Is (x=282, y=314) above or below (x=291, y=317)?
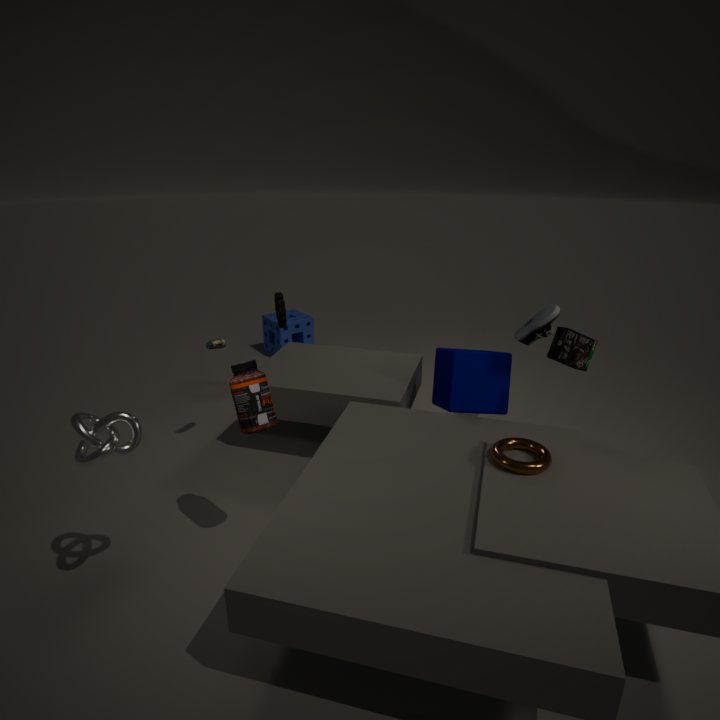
above
